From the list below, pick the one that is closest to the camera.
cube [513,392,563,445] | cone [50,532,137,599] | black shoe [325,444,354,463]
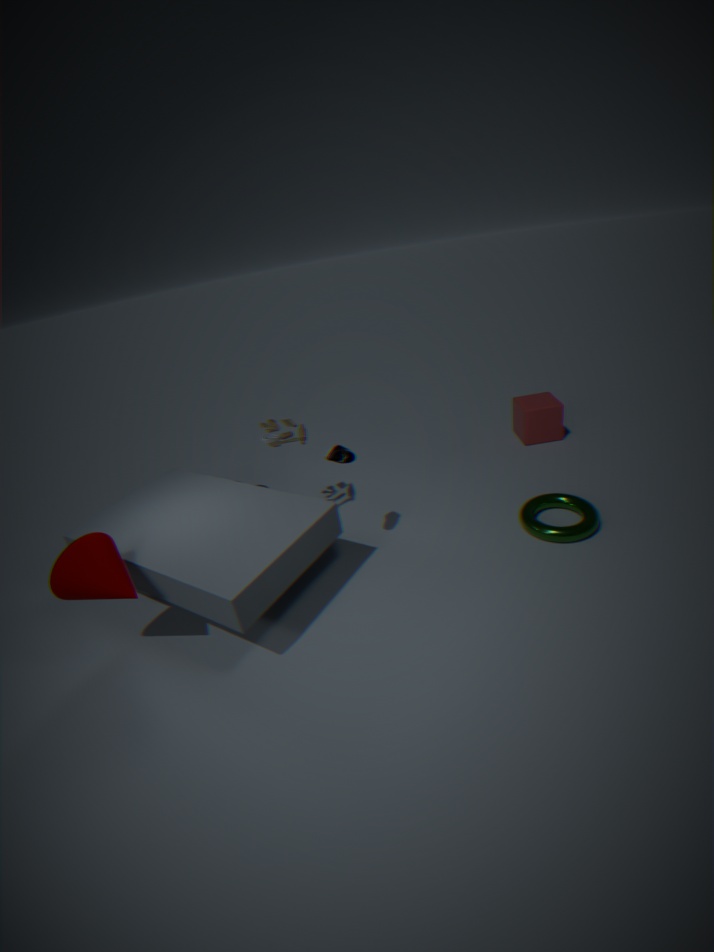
cone [50,532,137,599]
